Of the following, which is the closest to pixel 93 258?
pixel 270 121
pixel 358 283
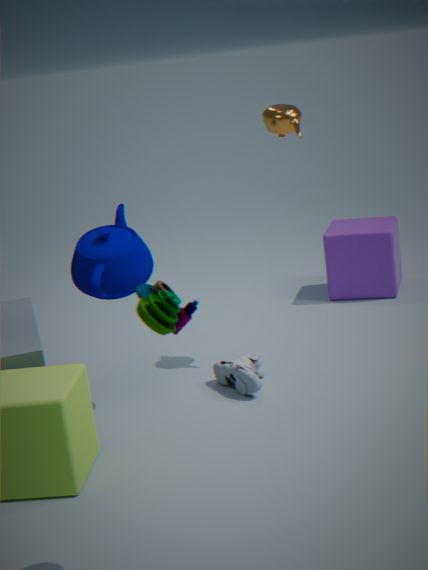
pixel 270 121
